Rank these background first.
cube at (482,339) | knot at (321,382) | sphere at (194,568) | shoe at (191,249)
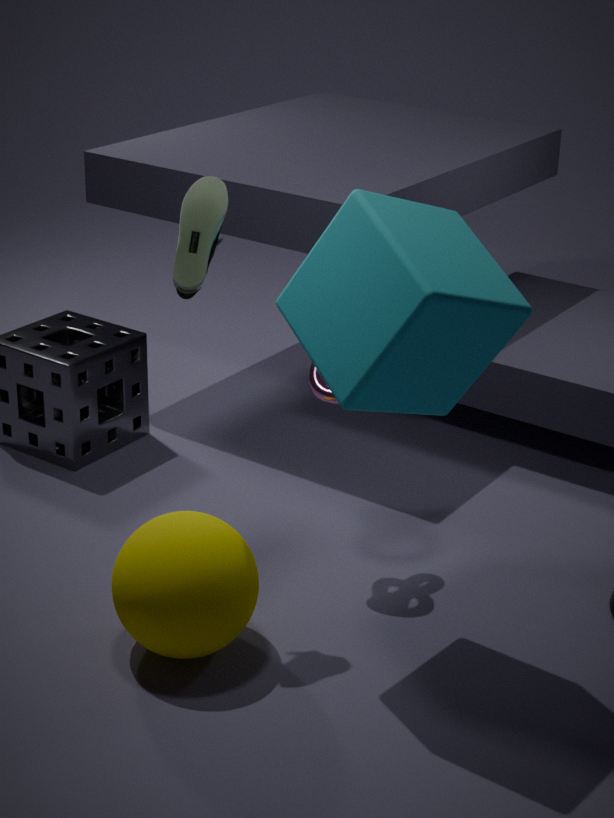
knot at (321,382), shoe at (191,249), sphere at (194,568), cube at (482,339)
